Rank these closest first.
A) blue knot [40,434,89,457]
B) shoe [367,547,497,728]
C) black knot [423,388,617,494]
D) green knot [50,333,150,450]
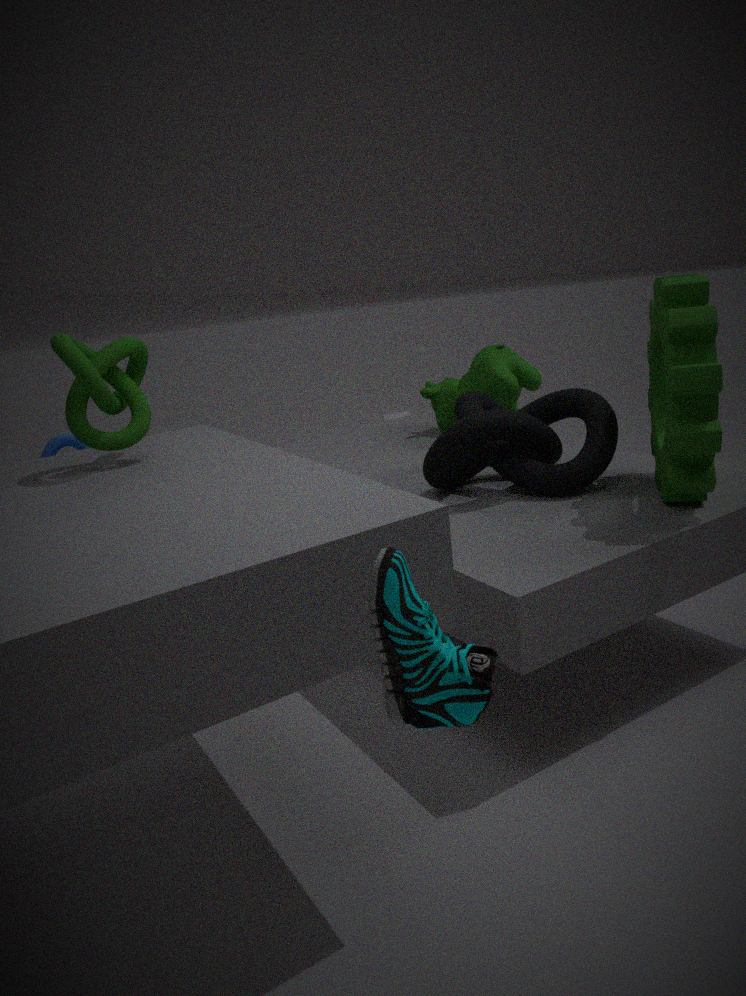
shoe [367,547,497,728] < green knot [50,333,150,450] < black knot [423,388,617,494] < blue knot [40,434,89,457]
